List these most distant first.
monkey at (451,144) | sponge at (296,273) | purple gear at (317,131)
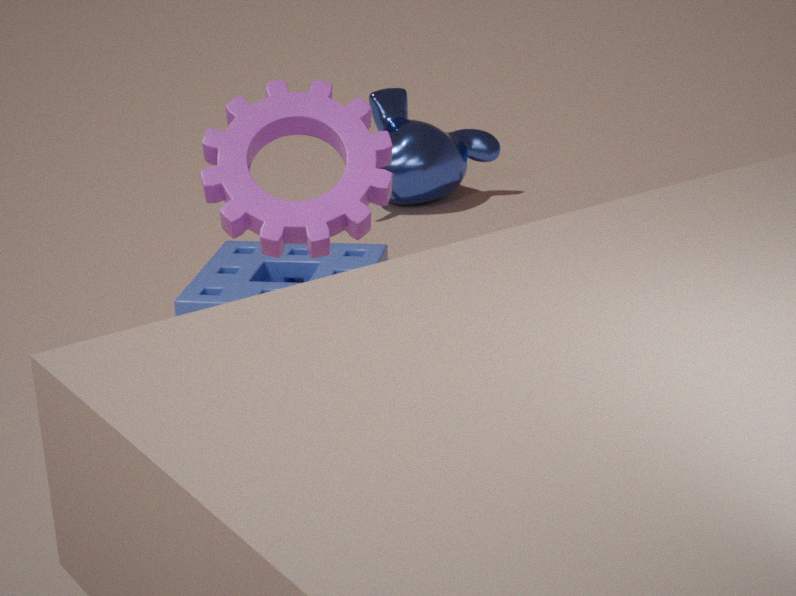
monkey at (451,144) → sponge at (296,273) → purple gear at (317,131)
